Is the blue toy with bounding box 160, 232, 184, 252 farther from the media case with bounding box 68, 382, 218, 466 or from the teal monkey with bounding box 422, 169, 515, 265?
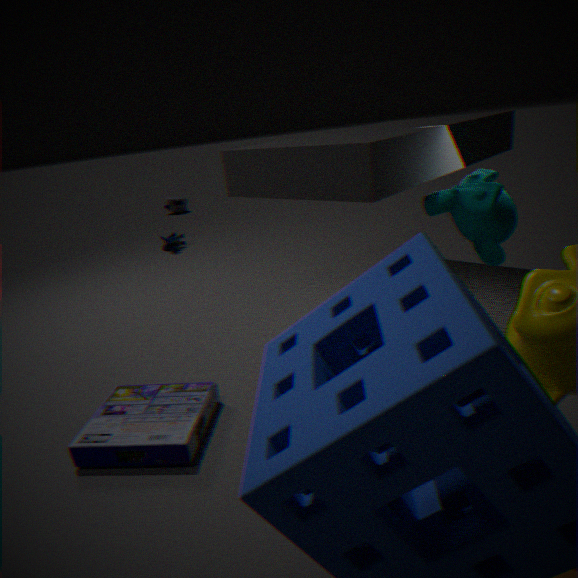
the teal monkey with bounding box 422, 169, 515, 265
